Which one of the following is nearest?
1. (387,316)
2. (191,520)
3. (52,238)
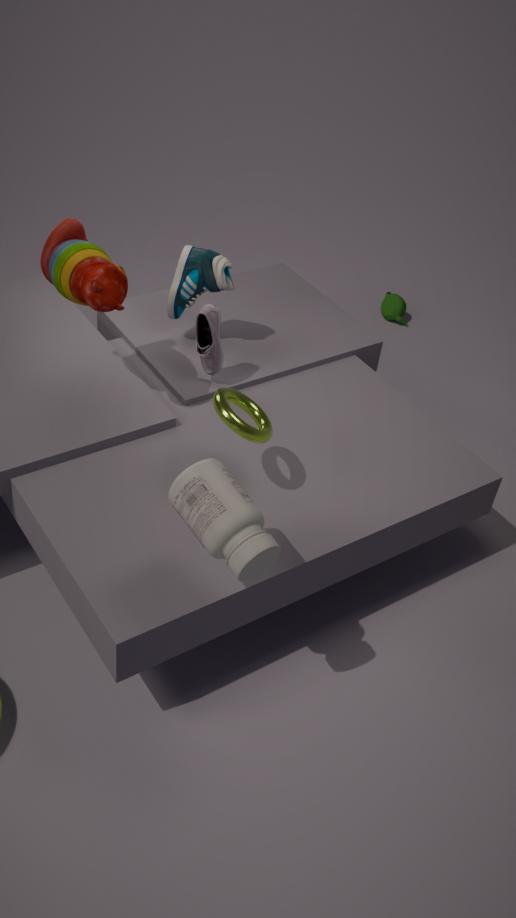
(191,520)
